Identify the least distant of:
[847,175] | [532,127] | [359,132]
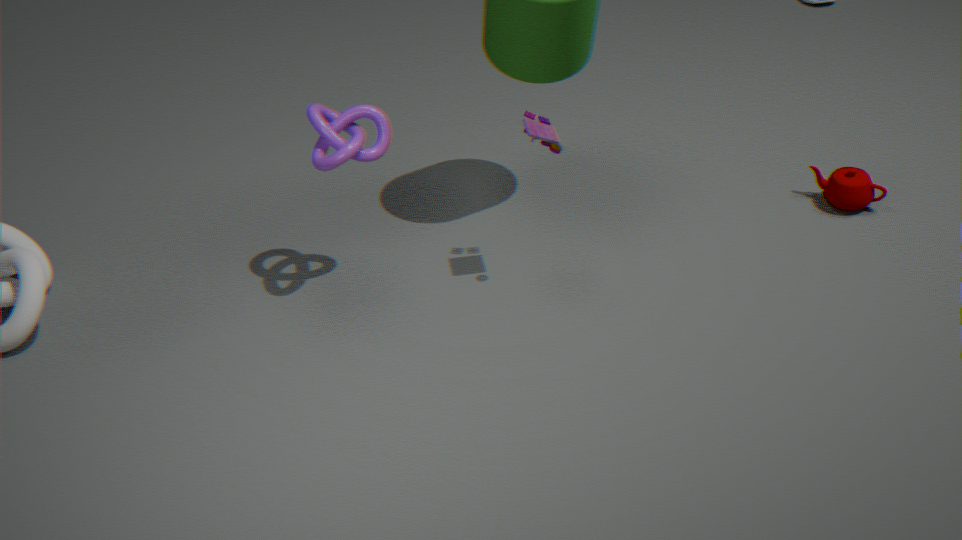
[532,127]
